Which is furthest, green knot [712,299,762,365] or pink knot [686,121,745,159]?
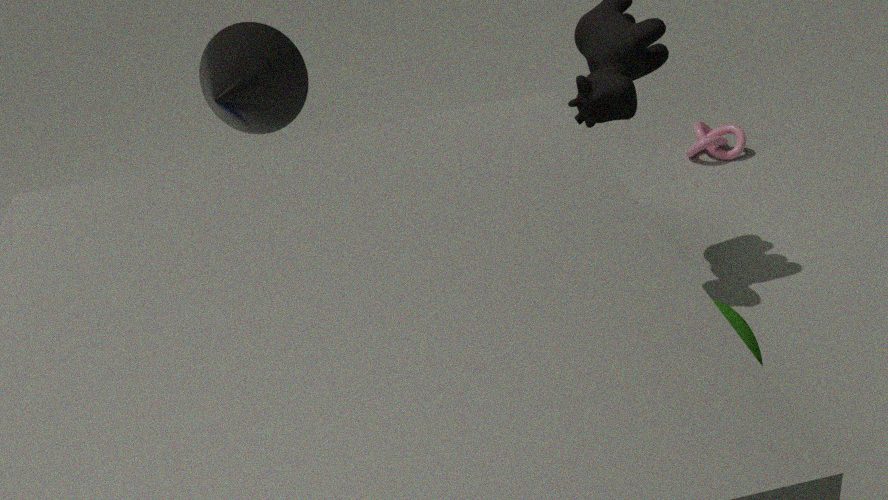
pink knot [686,121,745,159]
